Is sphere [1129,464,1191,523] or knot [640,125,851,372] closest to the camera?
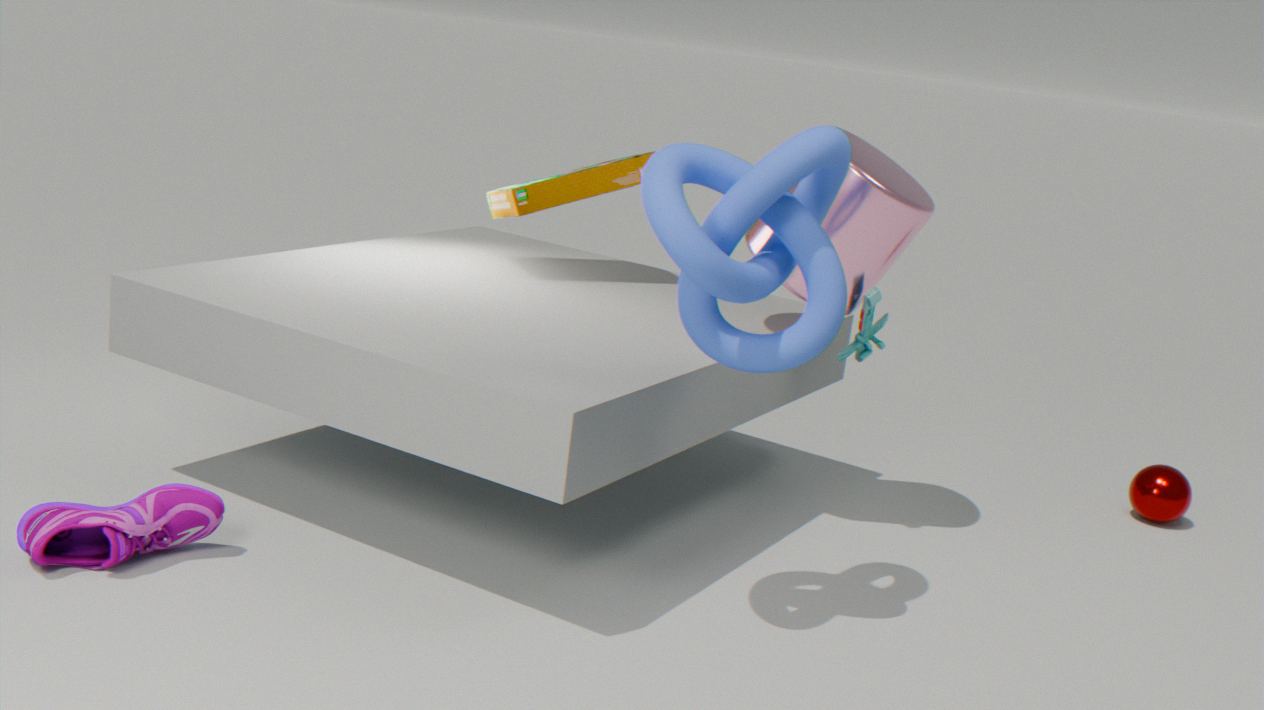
knot [640,125,851,372]
